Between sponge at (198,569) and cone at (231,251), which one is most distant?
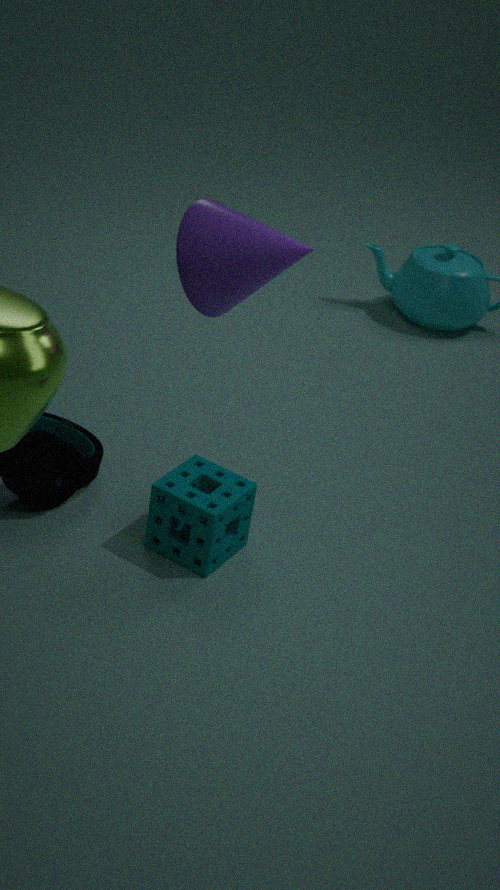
sponge at (198,569)
